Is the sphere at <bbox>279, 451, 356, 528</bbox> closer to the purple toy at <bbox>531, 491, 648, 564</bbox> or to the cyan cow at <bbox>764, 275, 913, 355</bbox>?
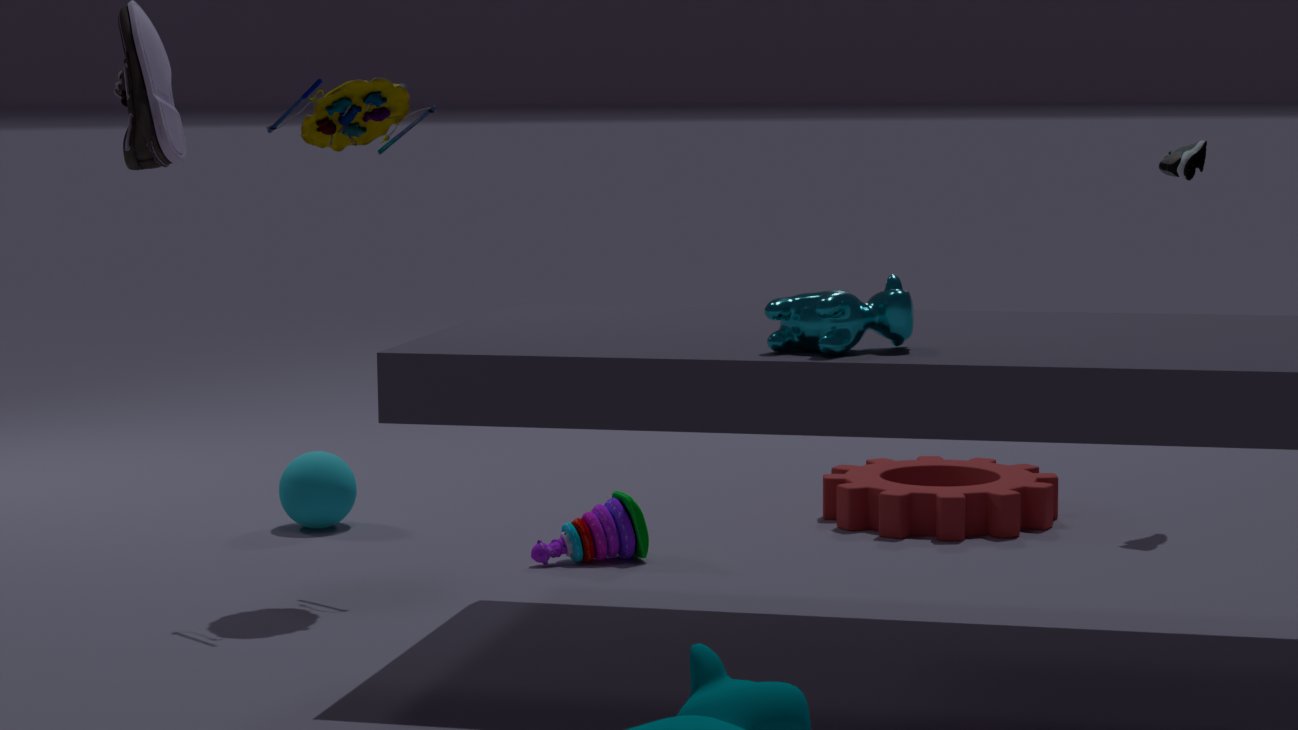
the purple toy at <bbox>531, 491, 648, 564</bbox>
